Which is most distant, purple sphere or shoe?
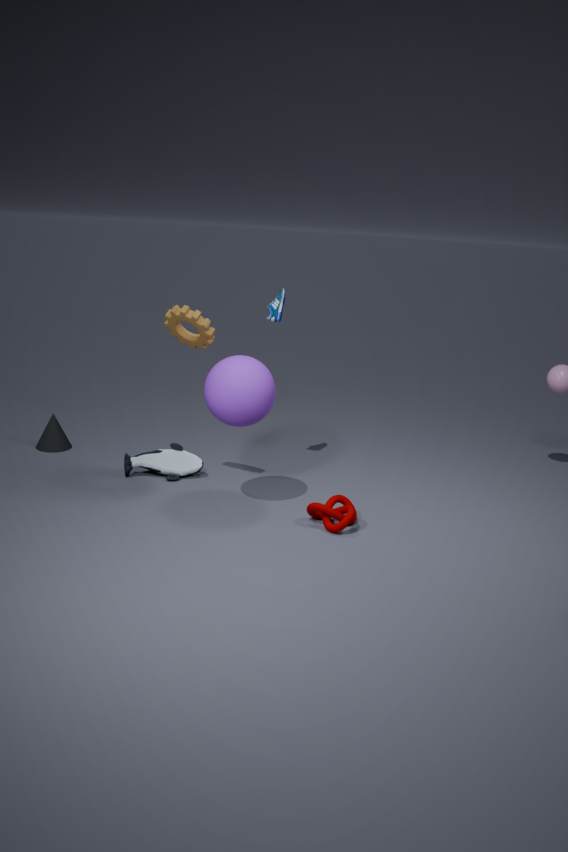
shoe
